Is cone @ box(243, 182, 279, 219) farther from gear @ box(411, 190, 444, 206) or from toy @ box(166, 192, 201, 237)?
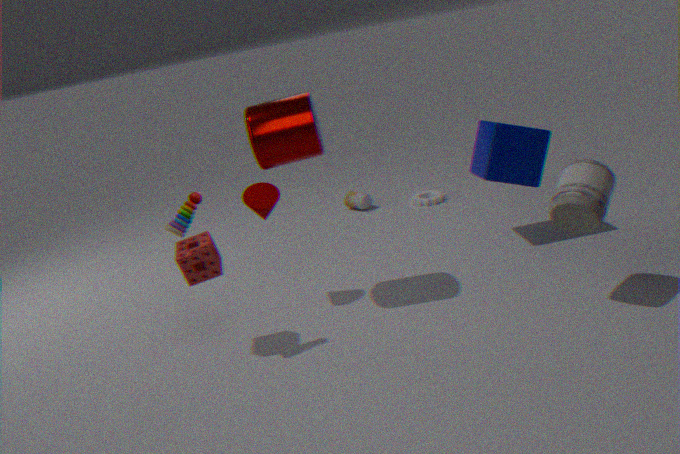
gear @ box(411, 190, 444, 206)
